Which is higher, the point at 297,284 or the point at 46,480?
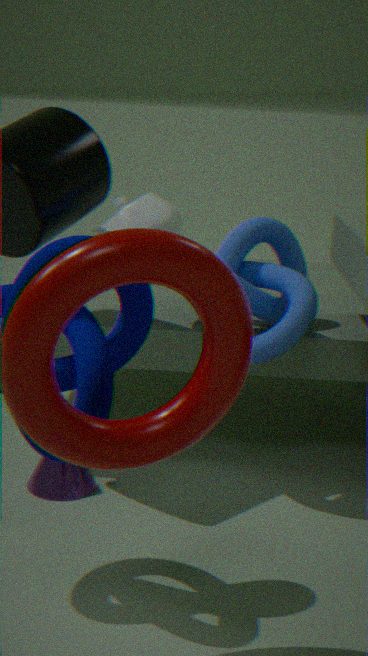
the point at 297,284
